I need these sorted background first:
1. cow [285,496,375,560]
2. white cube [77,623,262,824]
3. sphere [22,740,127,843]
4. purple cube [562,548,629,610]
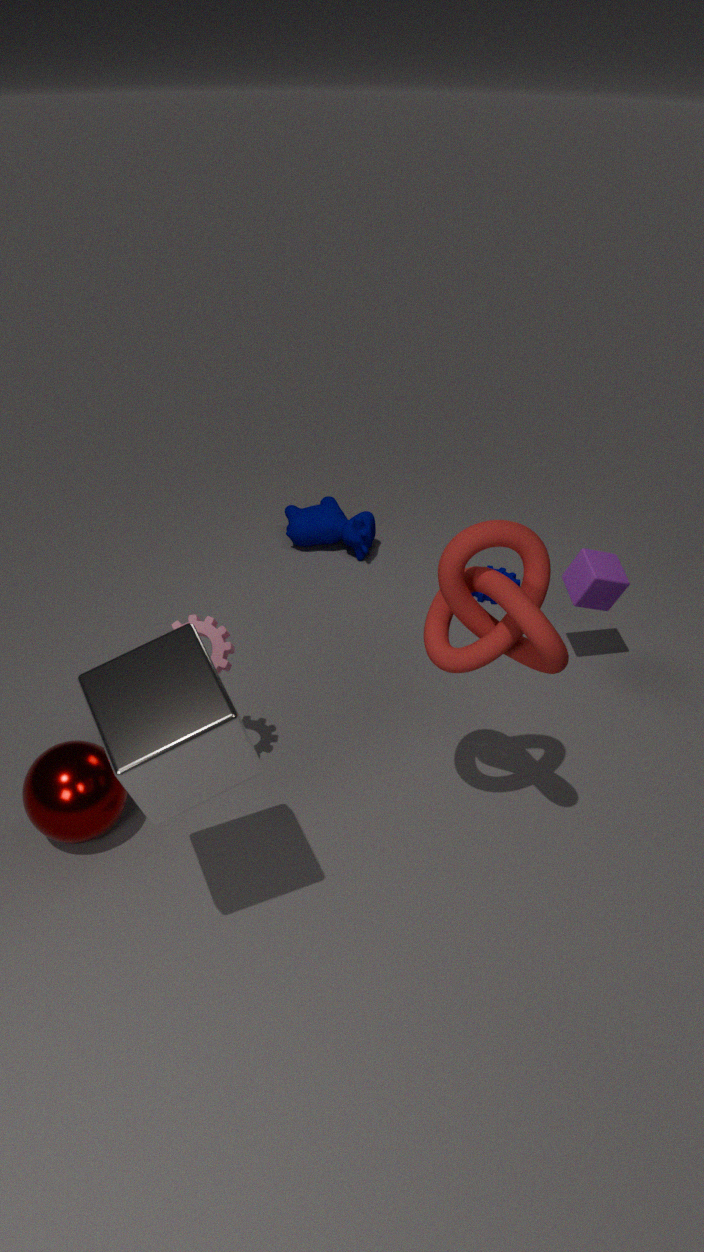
cow [285,496,375,560]
purple cube [562,548,629,610]
sphere [22,740,127,843]
white cube [77,623,262,824]
